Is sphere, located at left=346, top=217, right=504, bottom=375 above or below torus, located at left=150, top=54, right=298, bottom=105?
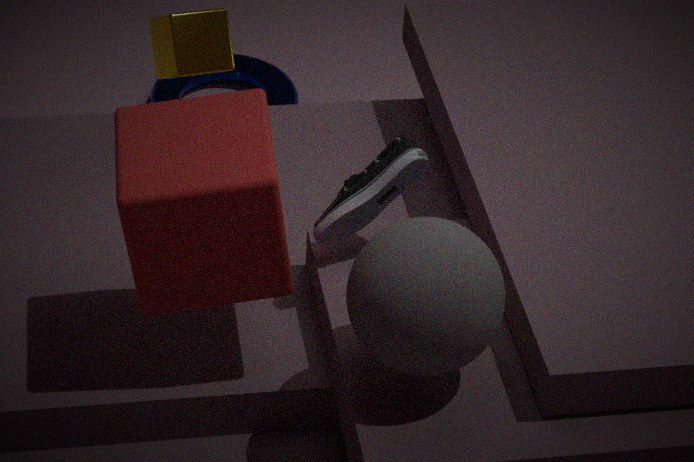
above
